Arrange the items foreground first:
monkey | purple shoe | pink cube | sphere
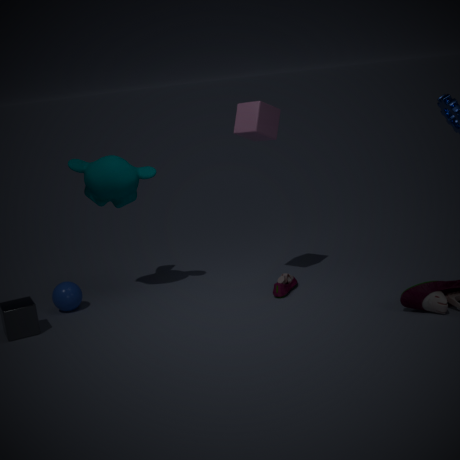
pink cube → purple shoe → monkey → sphere
